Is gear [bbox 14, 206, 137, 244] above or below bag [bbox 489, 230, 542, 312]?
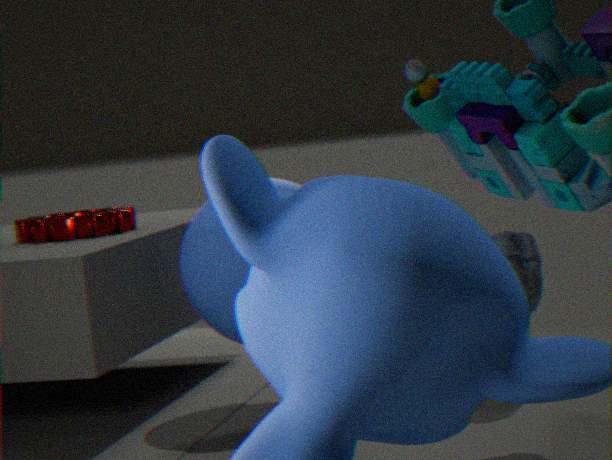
above
